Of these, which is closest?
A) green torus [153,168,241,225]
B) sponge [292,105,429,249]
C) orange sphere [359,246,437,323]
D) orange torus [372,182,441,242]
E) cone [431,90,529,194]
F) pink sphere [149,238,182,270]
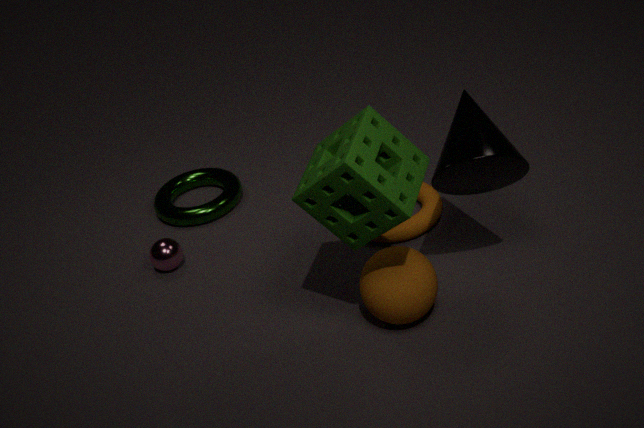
sponge [292,105,429,249]
